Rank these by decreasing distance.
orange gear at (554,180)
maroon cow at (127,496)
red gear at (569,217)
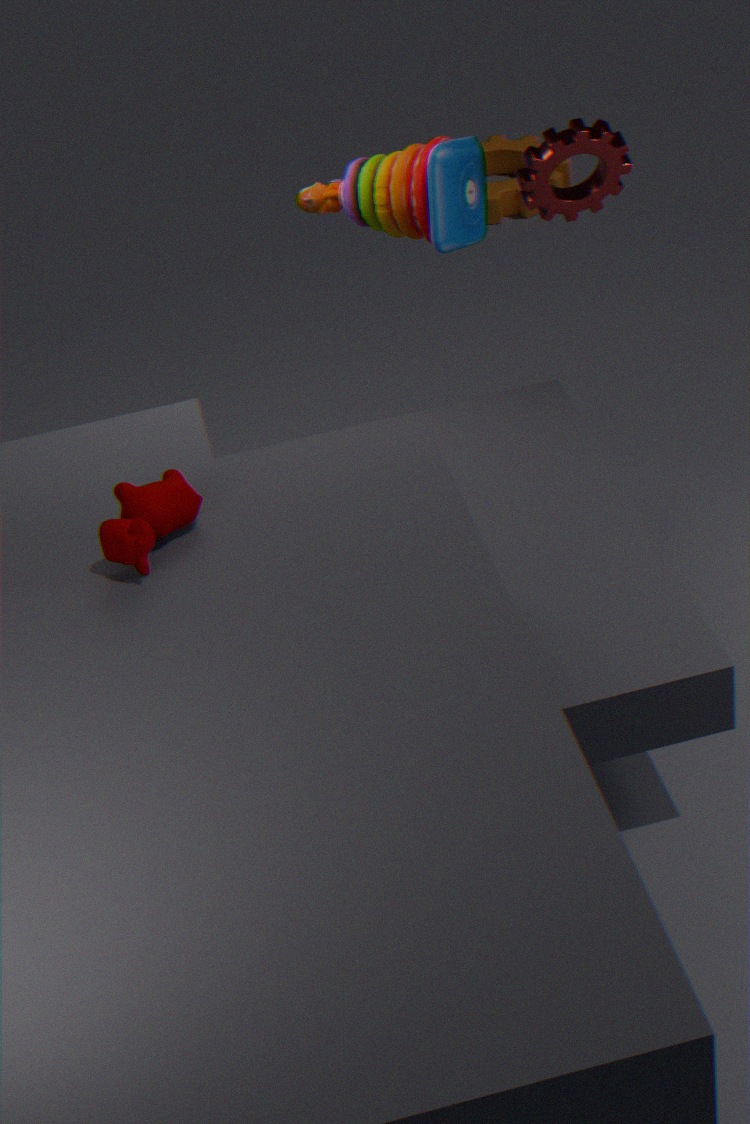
orange gear at (554,180) < red gear at (569,217) < maroon cow at (127,496)
